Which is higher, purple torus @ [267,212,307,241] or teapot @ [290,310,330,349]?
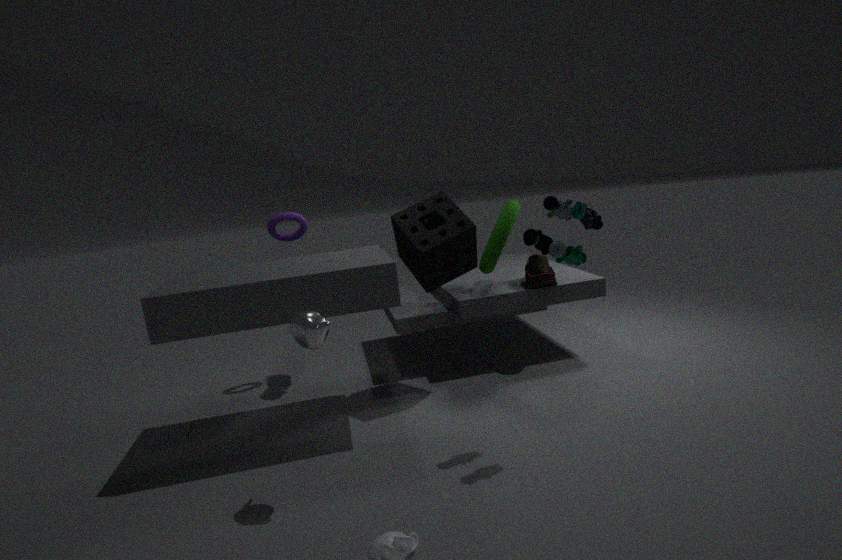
purple torus @ [267,212,307,241]
